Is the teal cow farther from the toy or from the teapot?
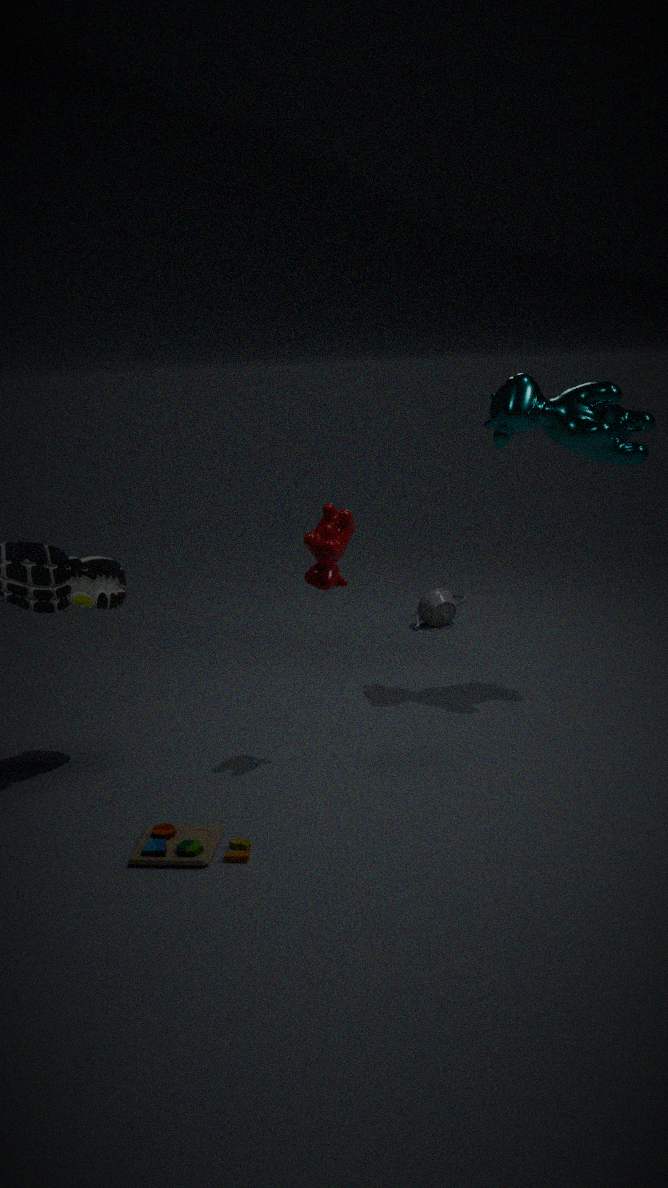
the toy
